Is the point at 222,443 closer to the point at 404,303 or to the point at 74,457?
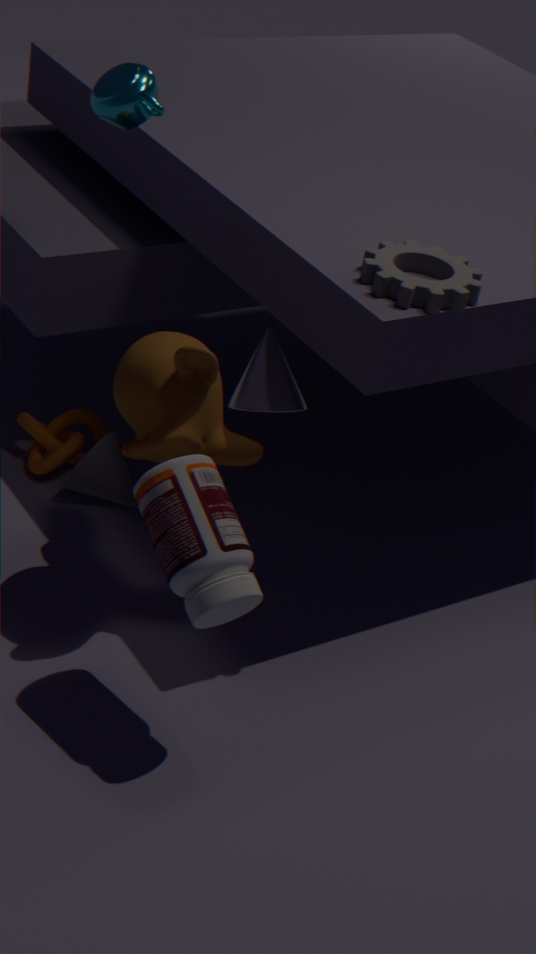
the point at 404,303
